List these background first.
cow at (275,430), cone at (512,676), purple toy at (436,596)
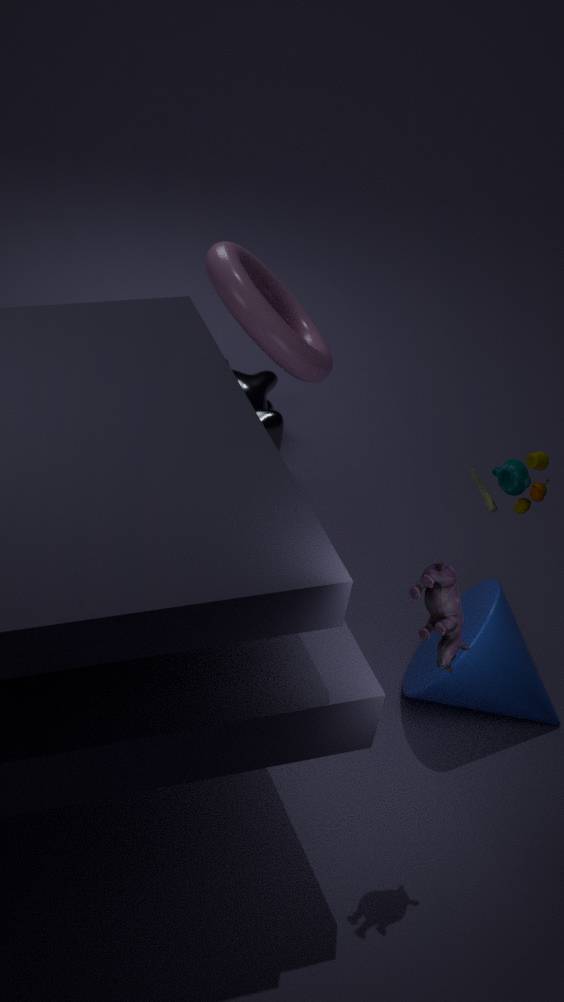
1. cow at (275,430)
2. cone at (512,676)
3. purple toy at (436,596)
